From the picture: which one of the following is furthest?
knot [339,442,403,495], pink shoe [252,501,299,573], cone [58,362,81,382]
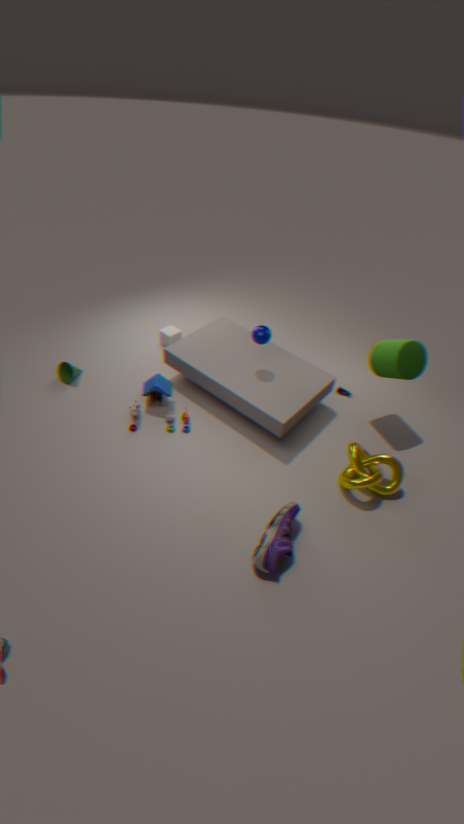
cone [58,362,81,382]
